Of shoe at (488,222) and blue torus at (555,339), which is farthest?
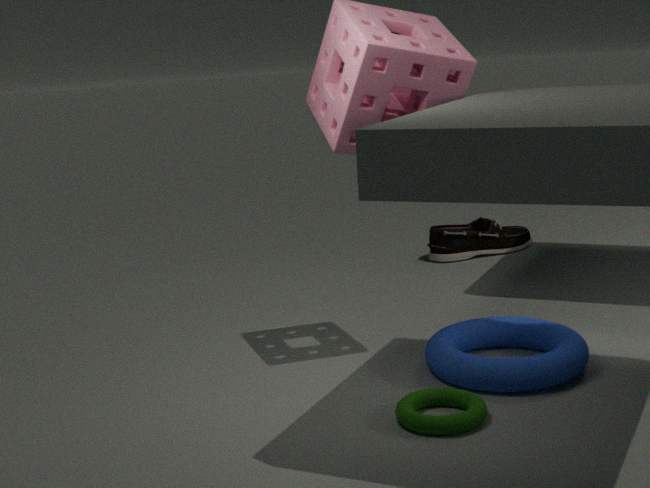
shoe at (488,222)
